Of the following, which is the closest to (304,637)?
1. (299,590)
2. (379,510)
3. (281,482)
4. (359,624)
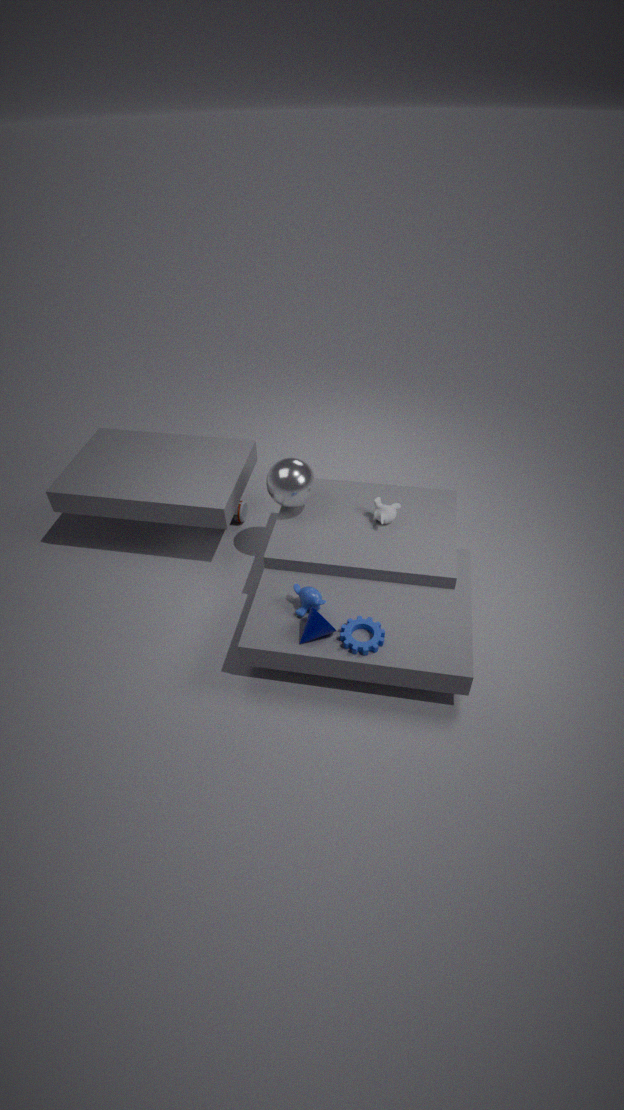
(299,590)
